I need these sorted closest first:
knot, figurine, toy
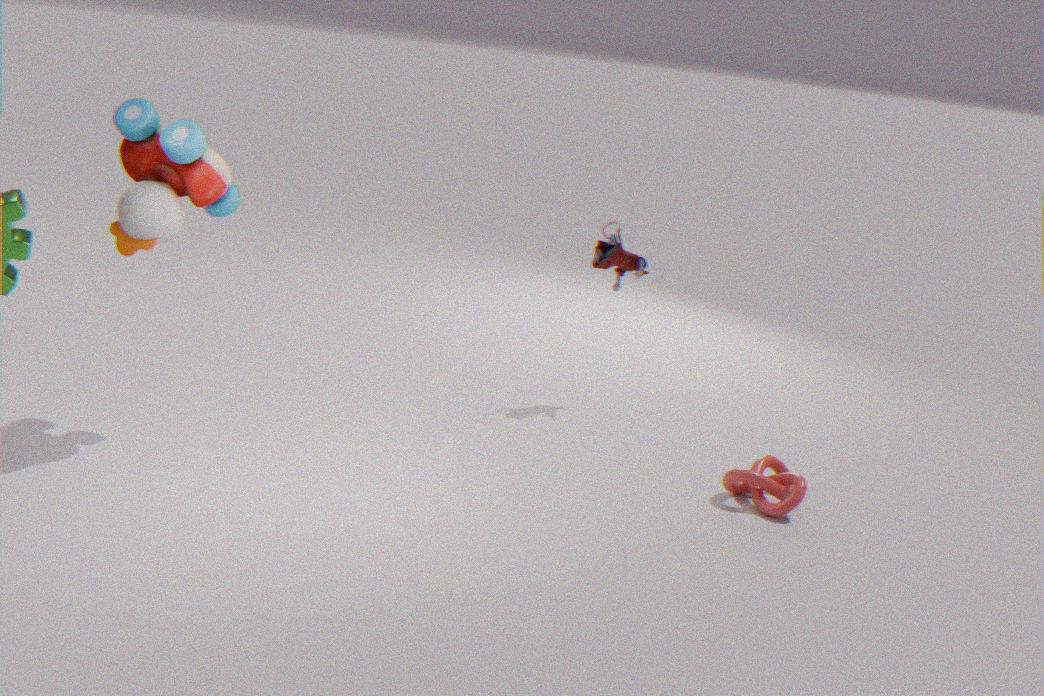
toy → knot → figurine
